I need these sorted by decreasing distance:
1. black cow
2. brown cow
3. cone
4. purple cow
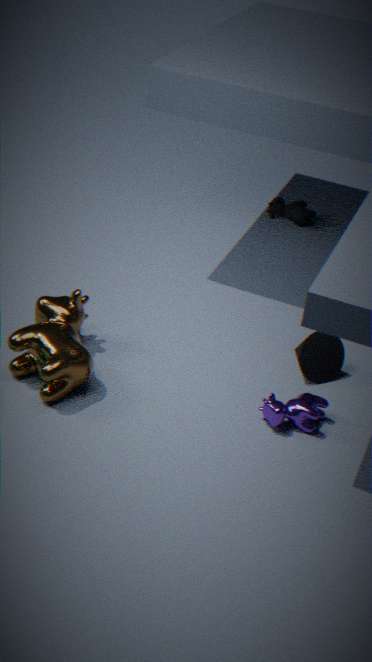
black cow < cone < purple cow < brown cow
